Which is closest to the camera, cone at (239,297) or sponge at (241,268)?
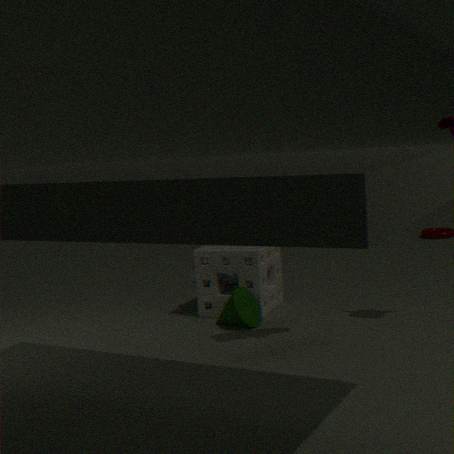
cone at (239,297)
